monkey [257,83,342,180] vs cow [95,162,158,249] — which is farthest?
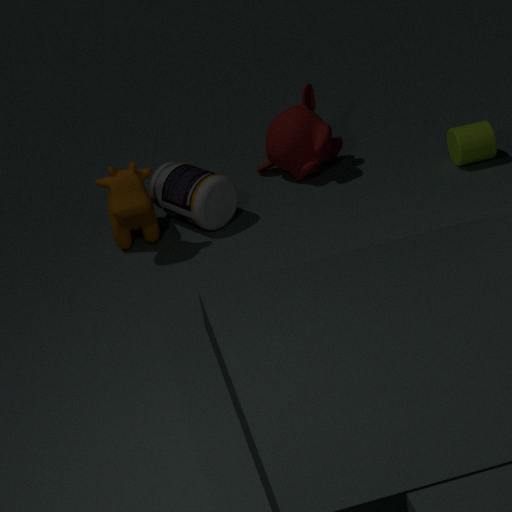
monkey [257,83,342,180]
